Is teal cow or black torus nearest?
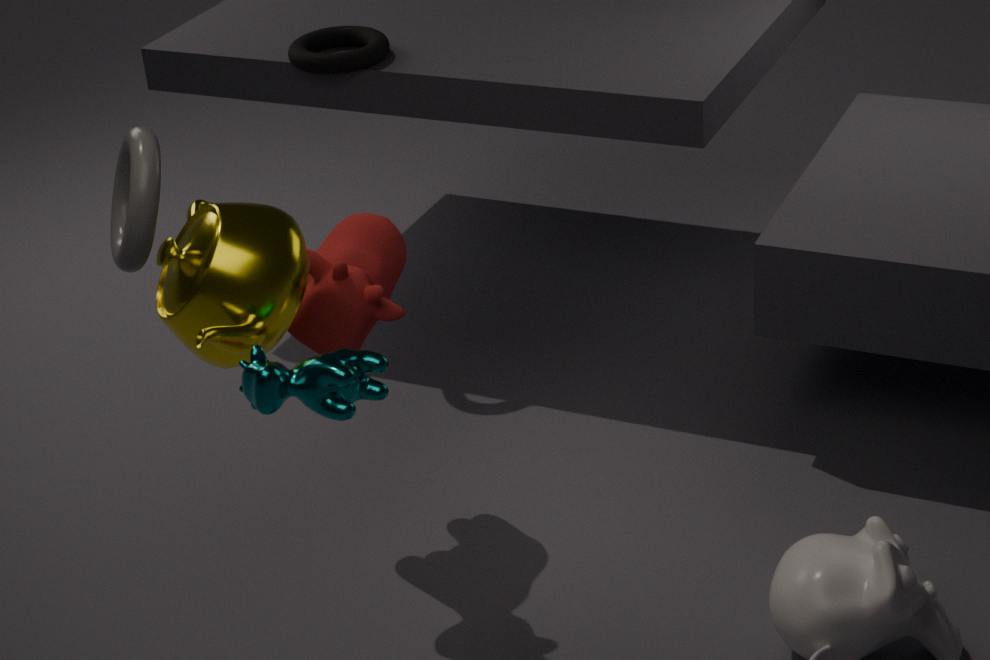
teal cow
